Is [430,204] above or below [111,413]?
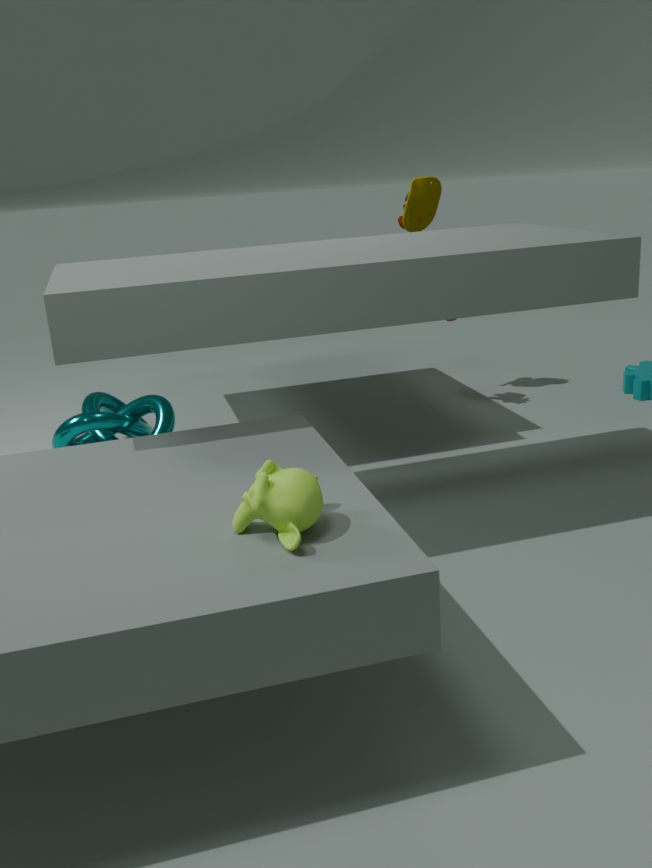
above
